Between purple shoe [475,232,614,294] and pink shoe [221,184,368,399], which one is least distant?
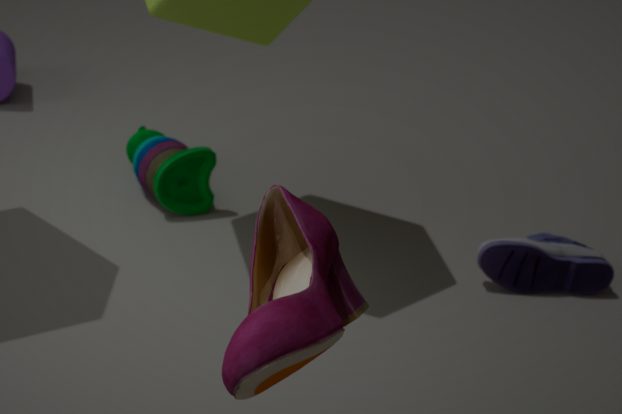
pink shoe [221,184,368,399]
